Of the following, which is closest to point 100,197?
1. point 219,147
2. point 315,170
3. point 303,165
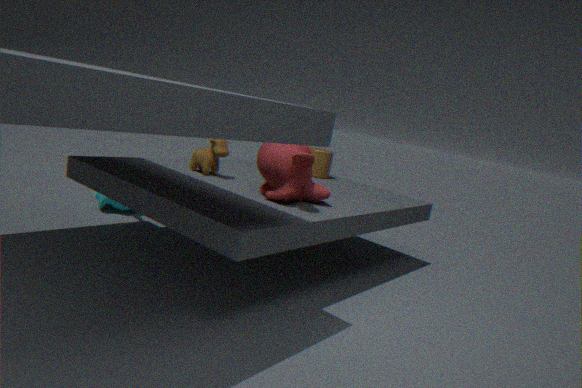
point 219,147
